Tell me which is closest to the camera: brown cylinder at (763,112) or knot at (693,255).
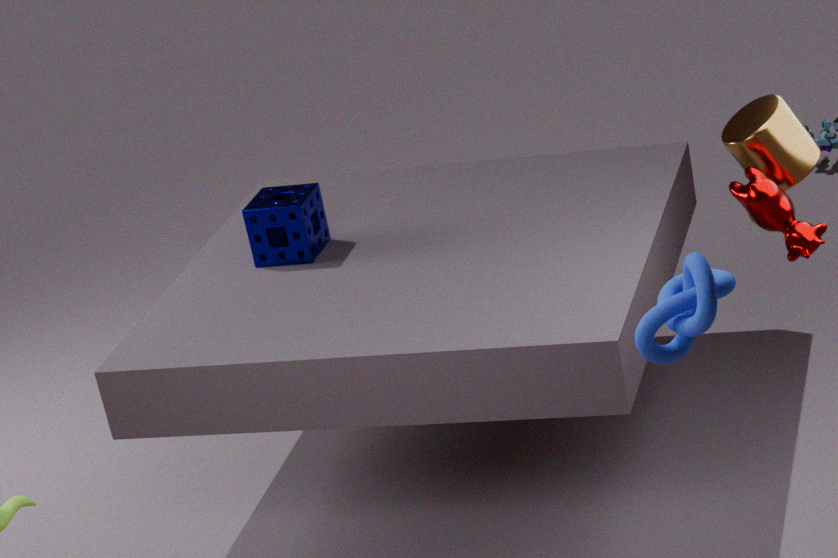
knot at (693,255)
